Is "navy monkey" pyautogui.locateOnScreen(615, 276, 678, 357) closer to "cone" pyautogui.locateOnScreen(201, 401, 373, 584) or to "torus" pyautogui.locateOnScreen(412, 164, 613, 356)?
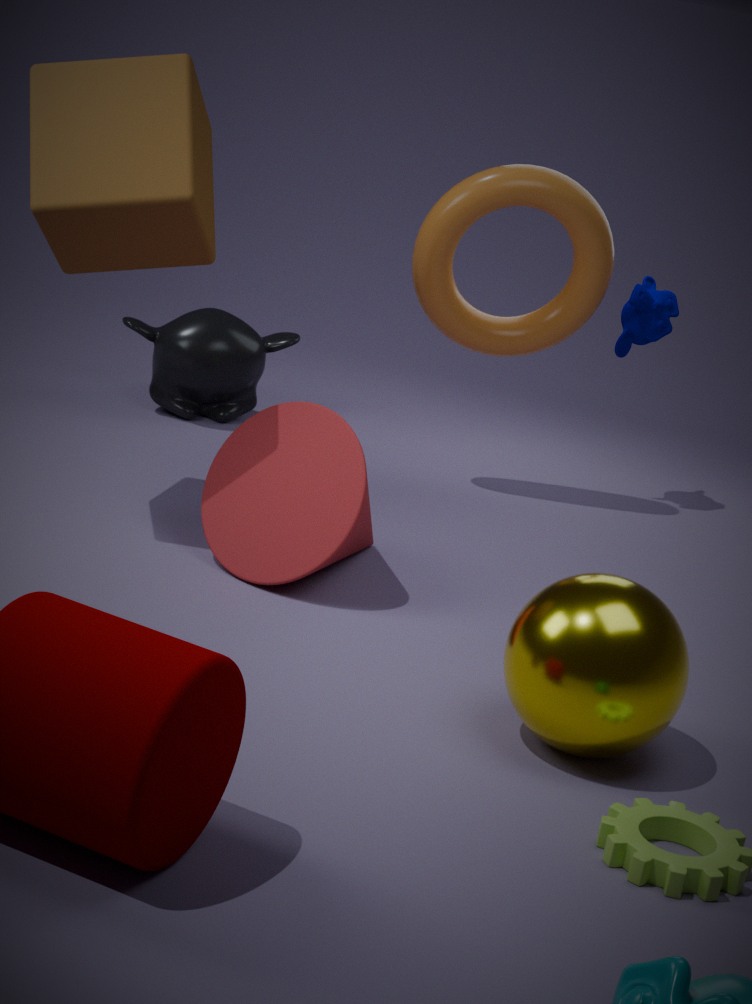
"torus" pyautogui.locateOnScreen(412, 164, 613, 356)
